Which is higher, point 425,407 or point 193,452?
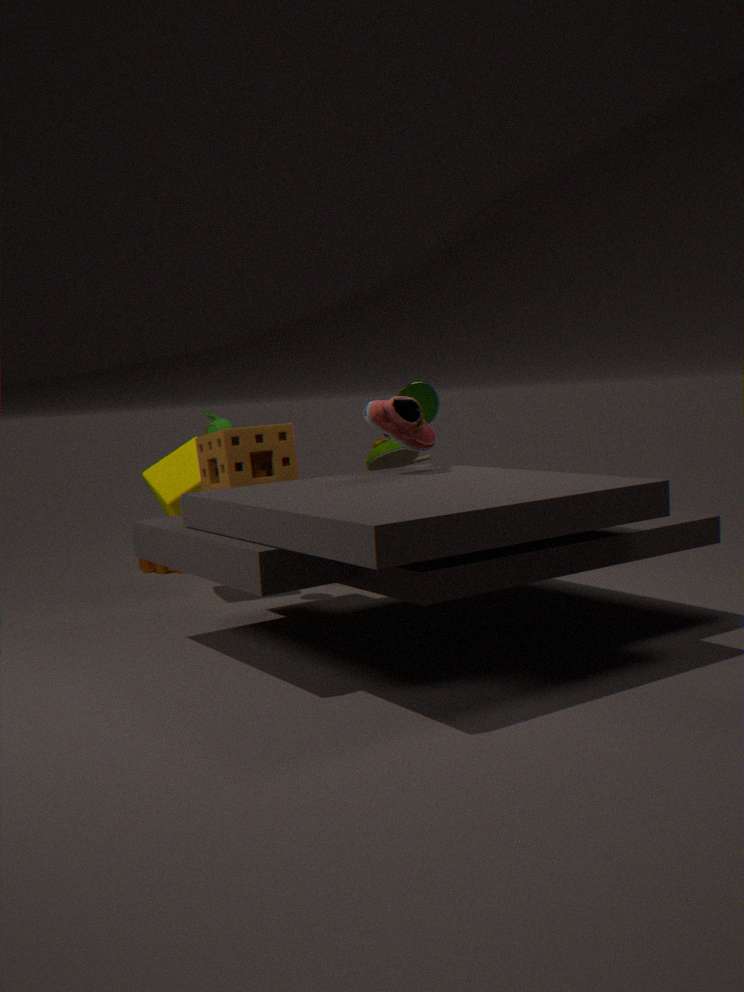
point 425,407
